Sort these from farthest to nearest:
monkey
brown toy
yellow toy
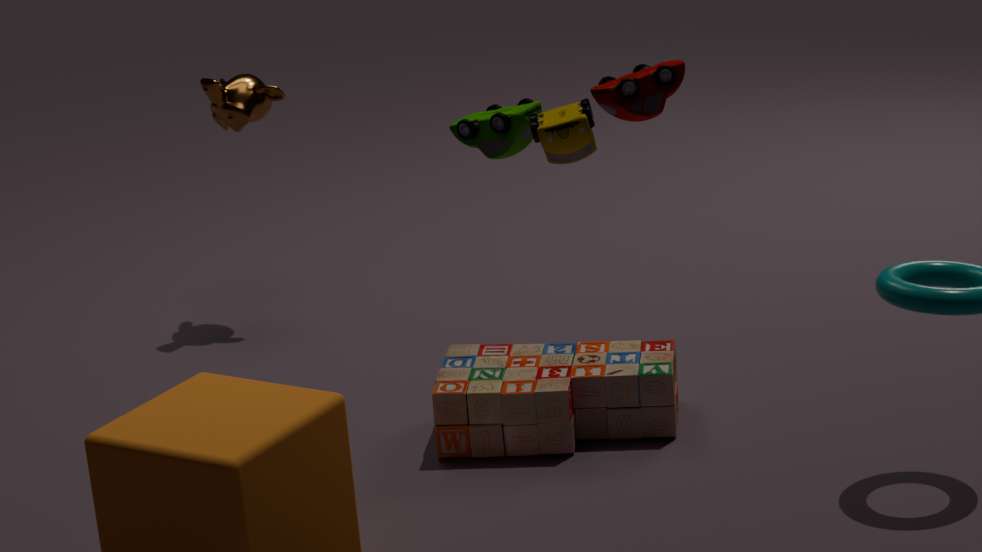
monkey, brown toy, yellow toy
